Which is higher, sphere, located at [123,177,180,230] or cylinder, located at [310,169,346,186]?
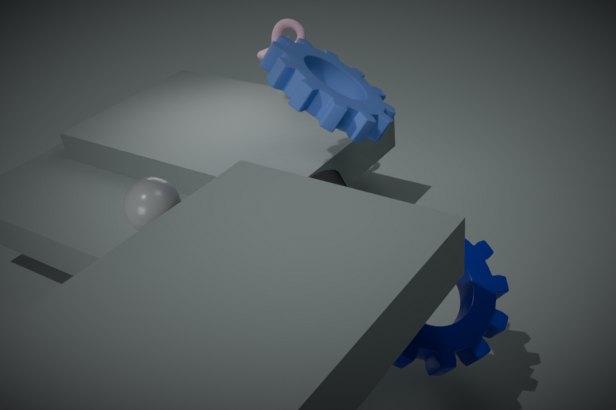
sphere, located at [123,177,180,230]
